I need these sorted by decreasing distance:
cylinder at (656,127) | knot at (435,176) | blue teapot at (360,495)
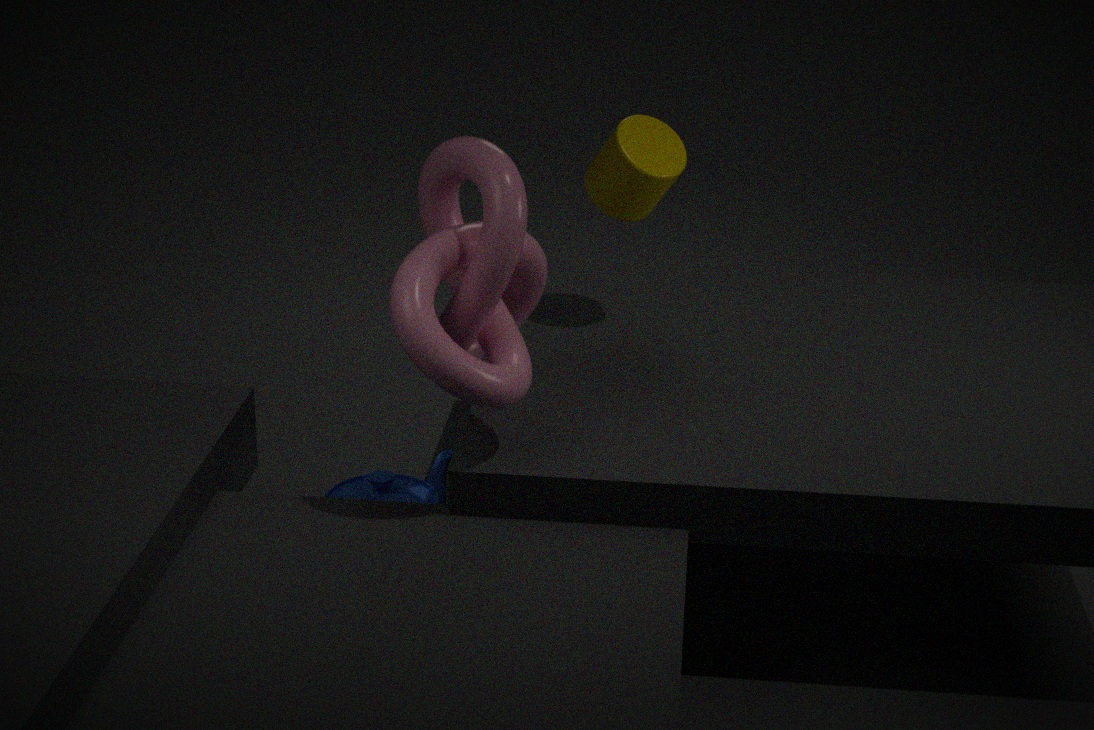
cylinder at (656,127) → blue teapot at (360,495) → knot at (435,176)
